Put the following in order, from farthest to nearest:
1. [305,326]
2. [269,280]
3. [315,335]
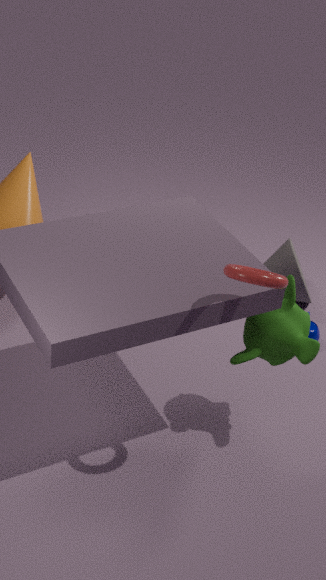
[315,335] → [305,326] → [269,280]
